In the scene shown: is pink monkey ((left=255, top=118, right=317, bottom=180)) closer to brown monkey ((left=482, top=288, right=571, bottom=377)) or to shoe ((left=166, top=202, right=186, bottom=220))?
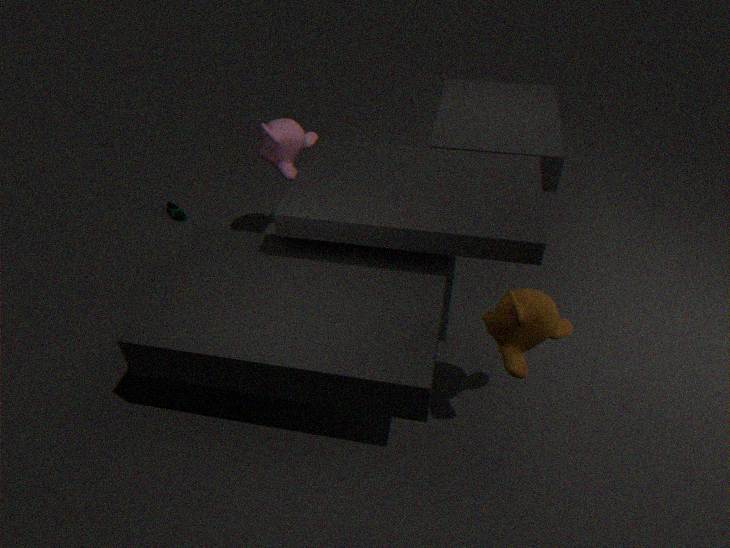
shoe ((left=166, top=202, right=186, bottom=220))
